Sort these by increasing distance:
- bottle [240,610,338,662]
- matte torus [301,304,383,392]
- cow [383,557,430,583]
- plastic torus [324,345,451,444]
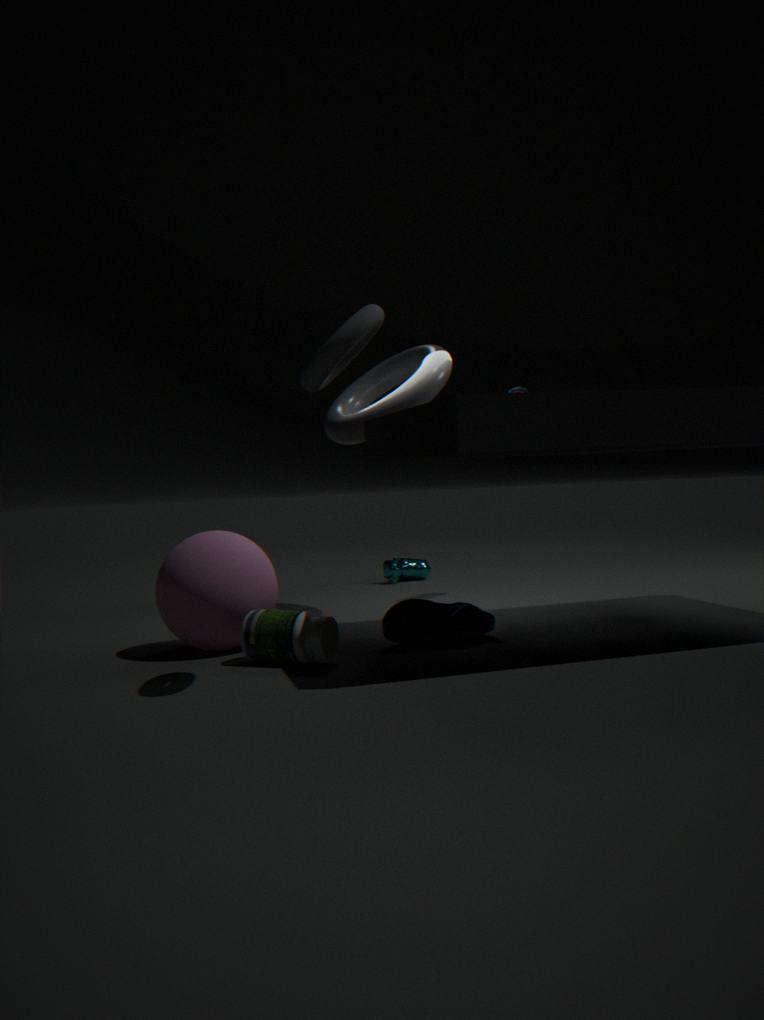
1. matte torus [301,304,383,392]
2. bottle [240,610,338,662]
3. plastic torus [324,345,451,444]
4. cow [383,557,430,583]
